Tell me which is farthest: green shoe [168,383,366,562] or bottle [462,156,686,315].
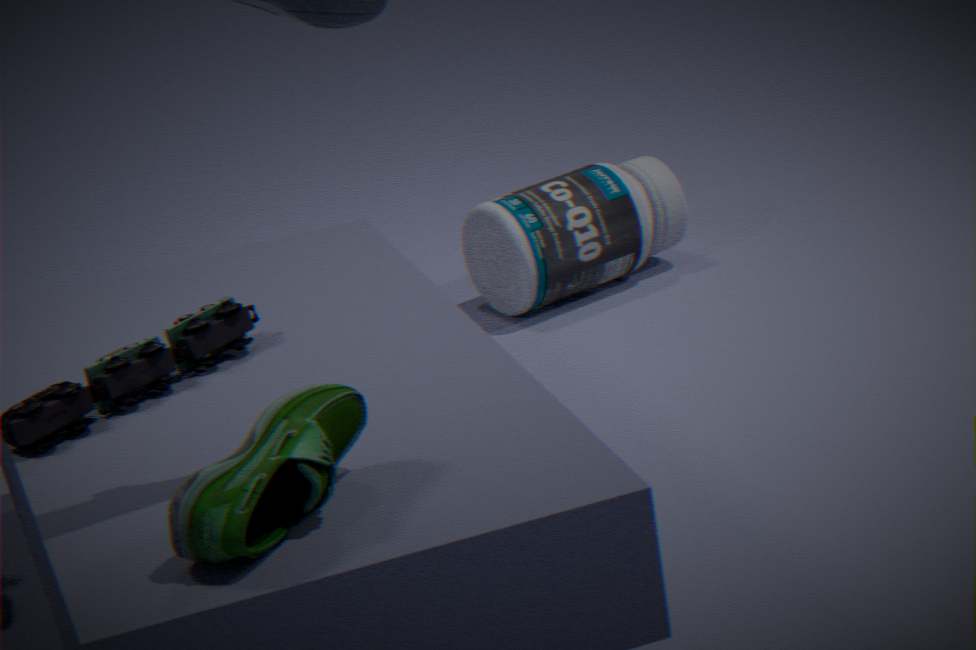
bottle [462,156,686,315]
